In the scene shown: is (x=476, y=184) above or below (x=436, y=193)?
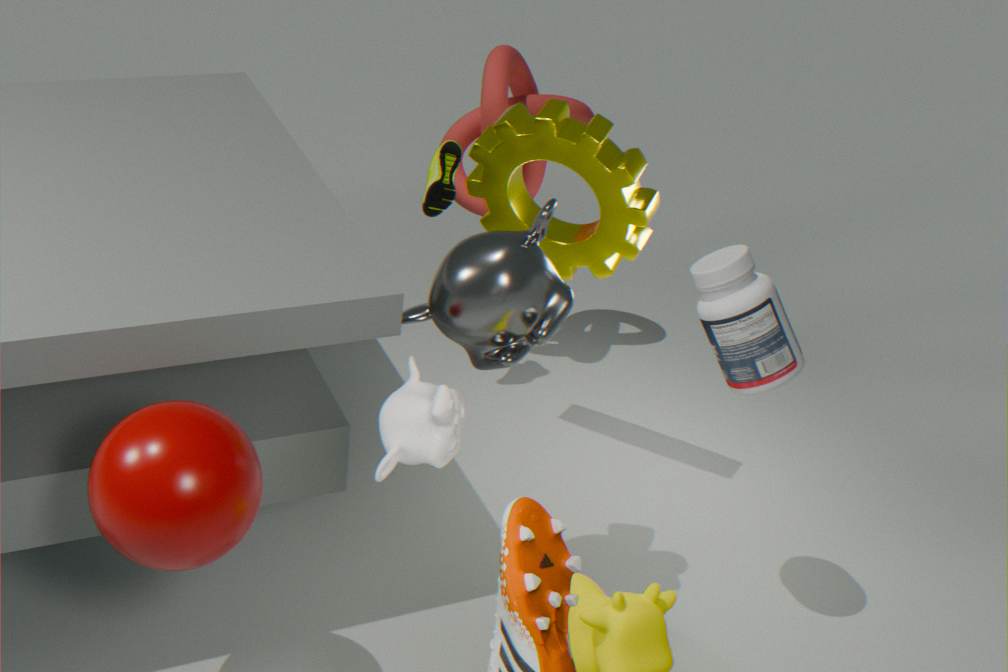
above
